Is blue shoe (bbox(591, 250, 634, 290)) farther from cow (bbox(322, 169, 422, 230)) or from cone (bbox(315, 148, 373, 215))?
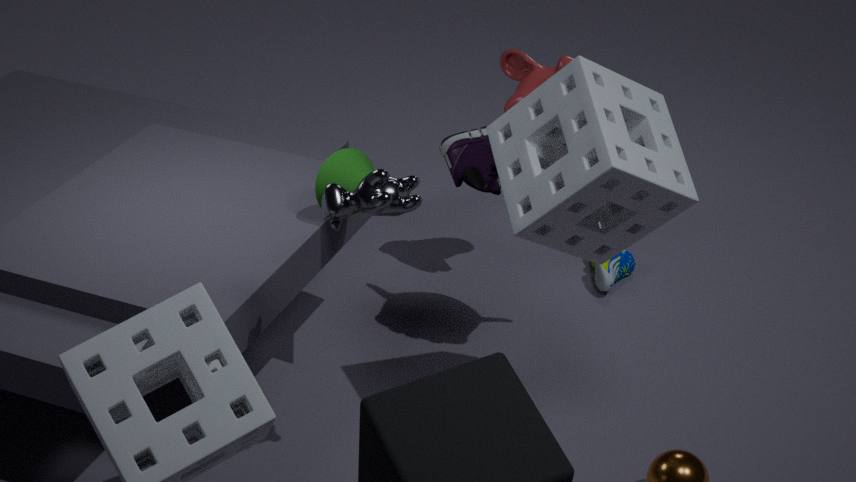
cow (bbox(322, 169, 422, 230))
